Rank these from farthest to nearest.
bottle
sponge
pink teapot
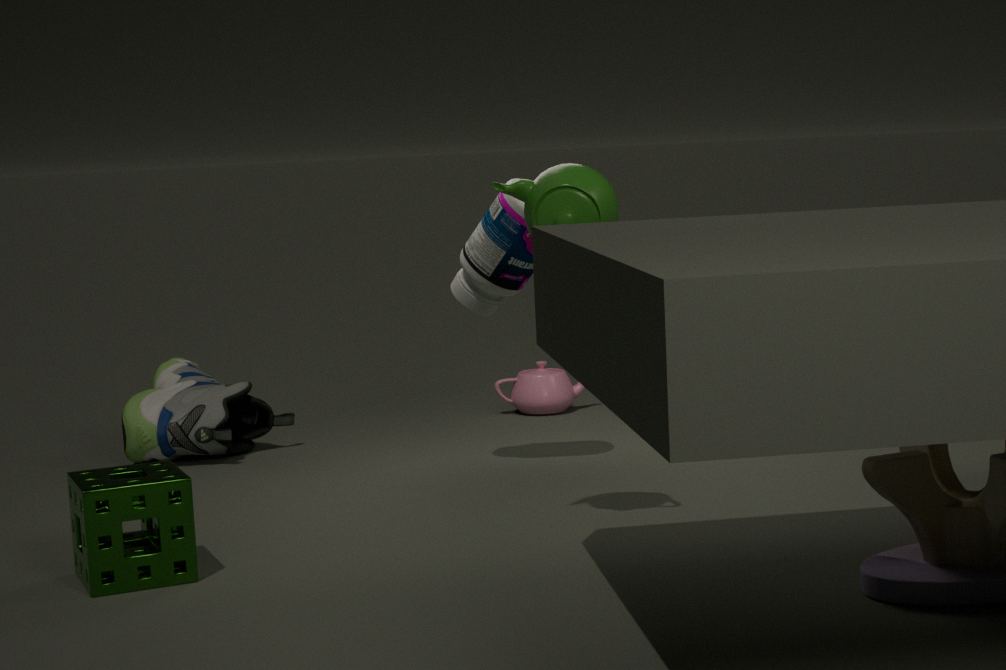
pink teapot, bottle, sponge
